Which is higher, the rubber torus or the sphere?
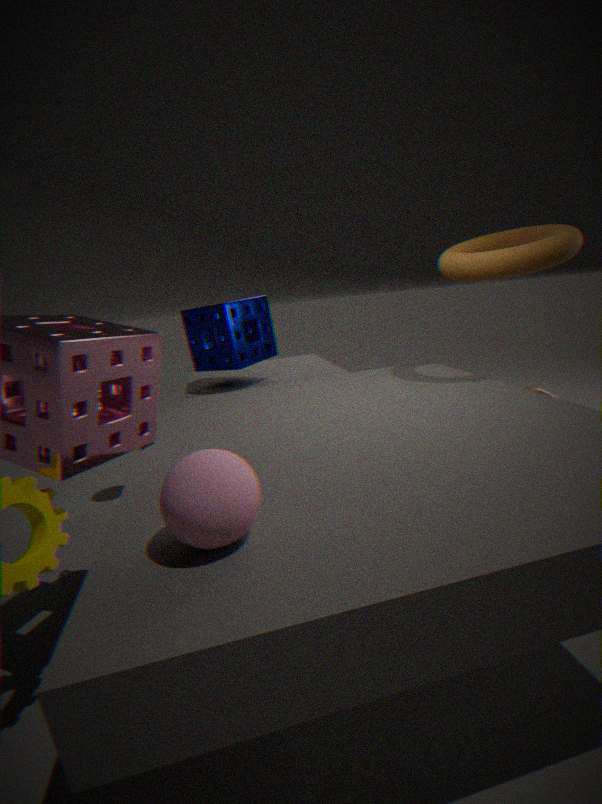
the rubber torus
